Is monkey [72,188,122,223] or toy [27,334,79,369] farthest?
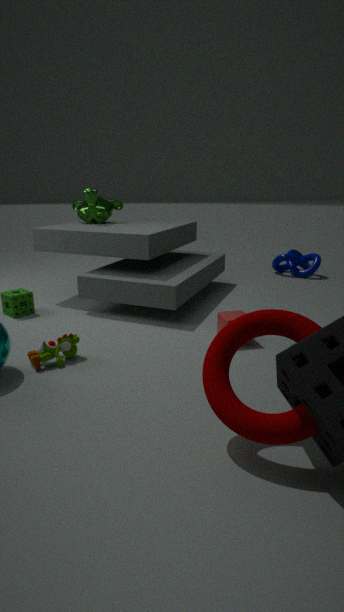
monkey [72,188,122,223]
